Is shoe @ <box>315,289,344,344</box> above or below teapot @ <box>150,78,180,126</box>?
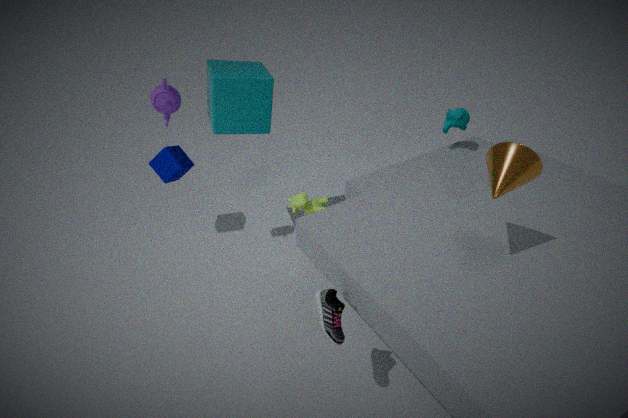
below
